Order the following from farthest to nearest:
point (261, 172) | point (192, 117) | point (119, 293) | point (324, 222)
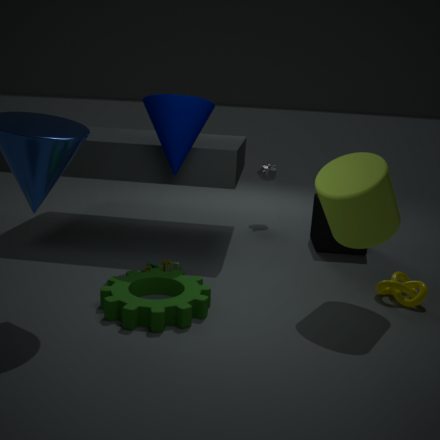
point (261, 172), point (324, 222), point (192, 117), point (119, 293)
